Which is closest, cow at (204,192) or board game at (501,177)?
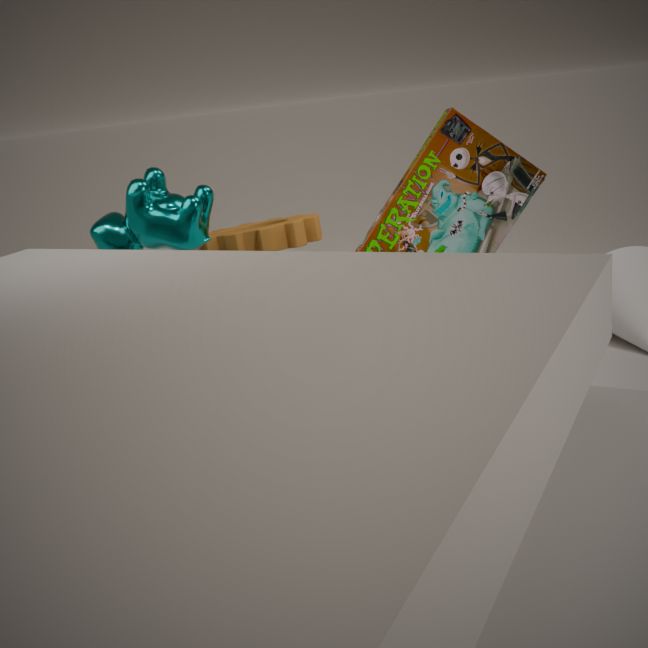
board game at (501,177)
